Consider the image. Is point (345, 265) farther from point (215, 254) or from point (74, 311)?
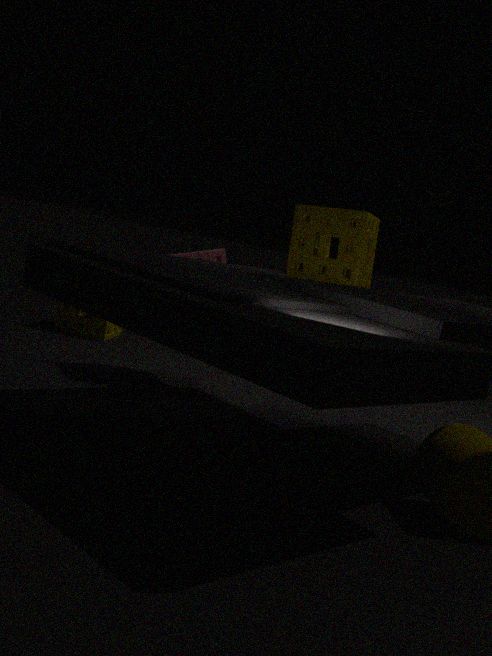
point (74, 311)
